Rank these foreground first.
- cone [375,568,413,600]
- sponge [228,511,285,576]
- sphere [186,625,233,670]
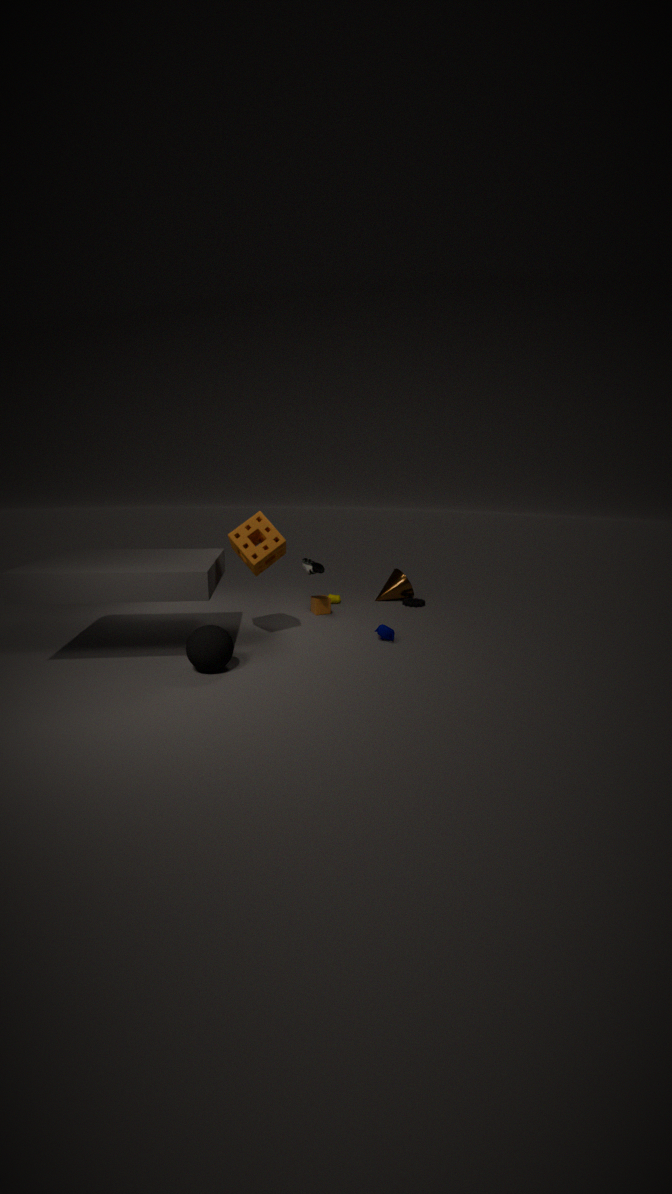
sphere [186,625,233,670] → sponge [228,511,285,576] → cone [375,568,413,600]
